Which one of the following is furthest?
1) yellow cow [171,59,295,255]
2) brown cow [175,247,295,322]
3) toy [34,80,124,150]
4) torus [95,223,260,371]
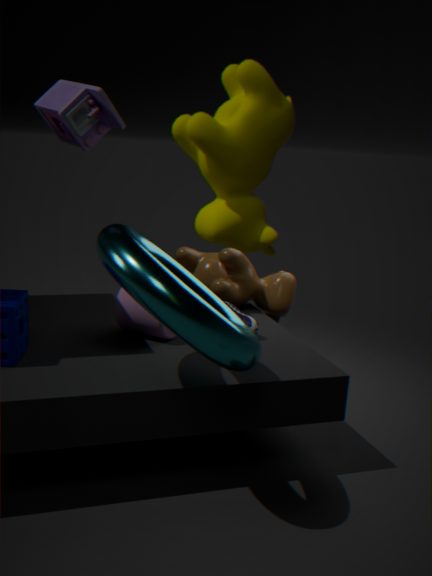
2. brown cow [175,247,295,322]
